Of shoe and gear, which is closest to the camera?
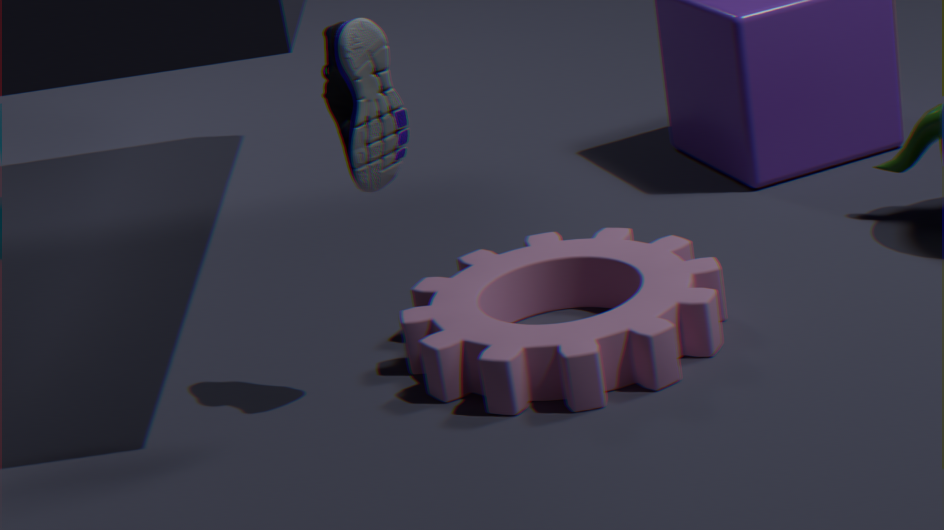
shoe
